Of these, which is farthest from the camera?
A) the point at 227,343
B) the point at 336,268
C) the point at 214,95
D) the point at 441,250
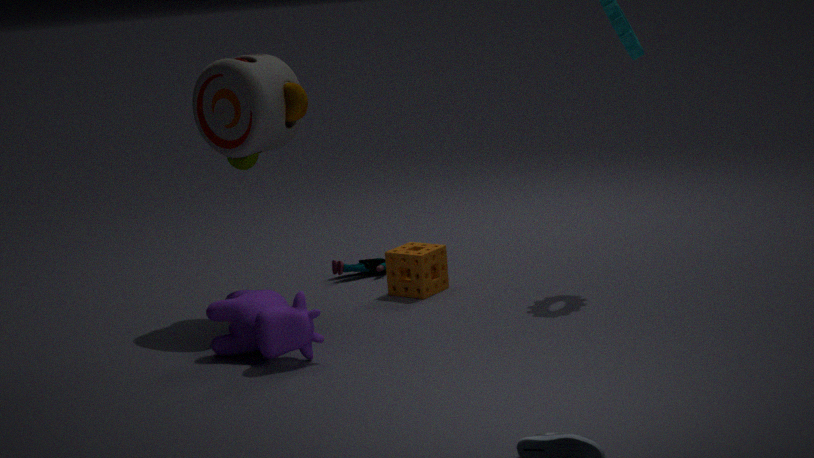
the point at 336,268
